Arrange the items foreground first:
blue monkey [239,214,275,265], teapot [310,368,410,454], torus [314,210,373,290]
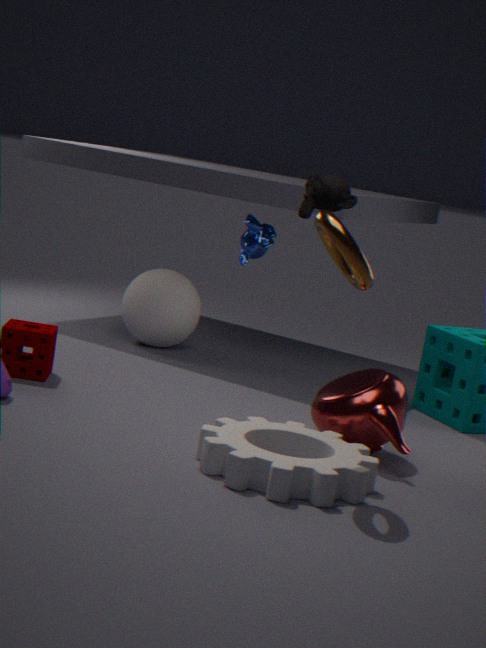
torus [314,210,373,290] → teapot [310,368,410,454] → blue monkey [239,214,275,265]
